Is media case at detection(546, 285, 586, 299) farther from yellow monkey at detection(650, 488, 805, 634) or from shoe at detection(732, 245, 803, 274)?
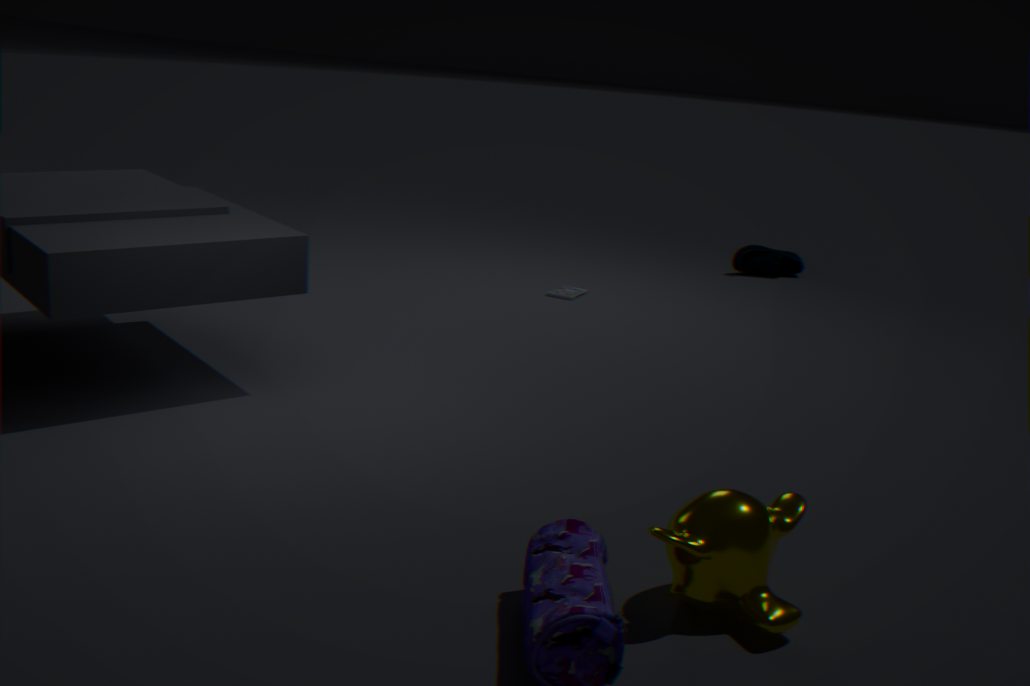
yellow monkey at detection(650, 488, 805, 634)
